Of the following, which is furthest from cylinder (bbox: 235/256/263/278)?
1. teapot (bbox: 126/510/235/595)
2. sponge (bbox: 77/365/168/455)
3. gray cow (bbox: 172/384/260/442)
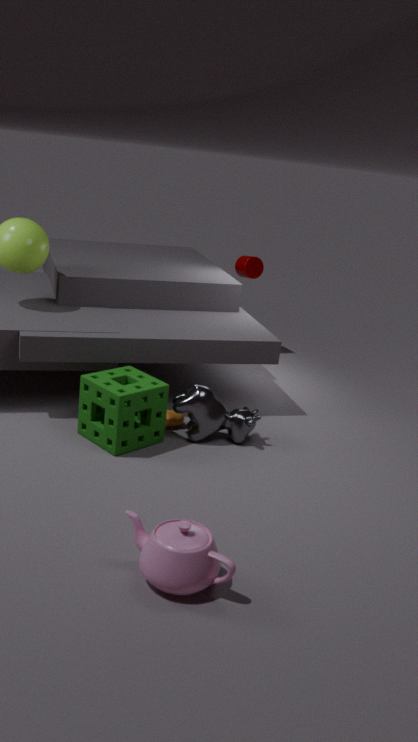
teapot (bbox: 126/510/235/595)
